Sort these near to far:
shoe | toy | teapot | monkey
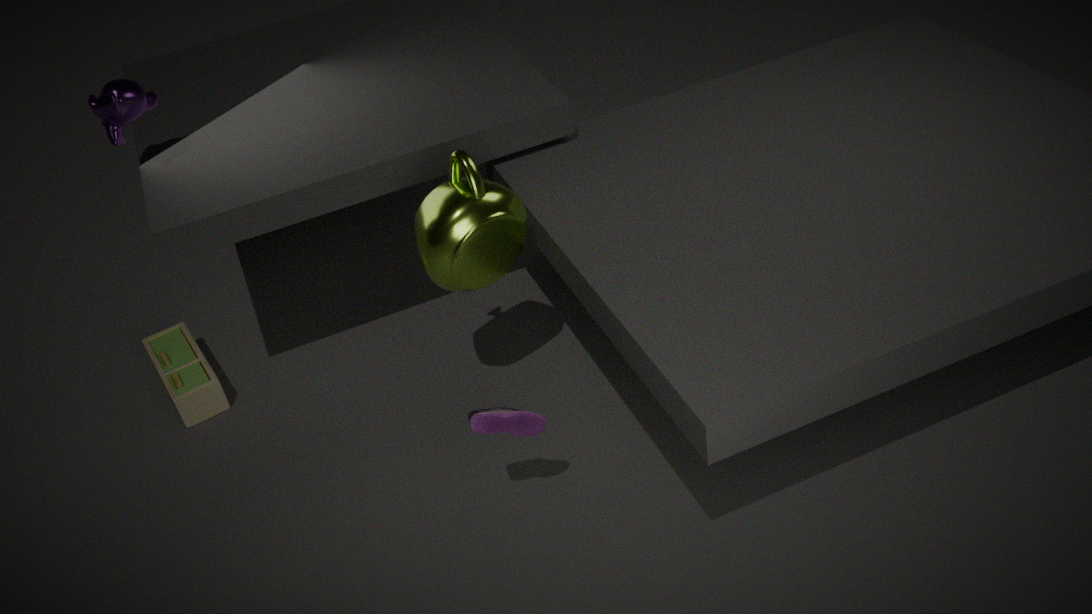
shoe → teapot → monkey → toy
